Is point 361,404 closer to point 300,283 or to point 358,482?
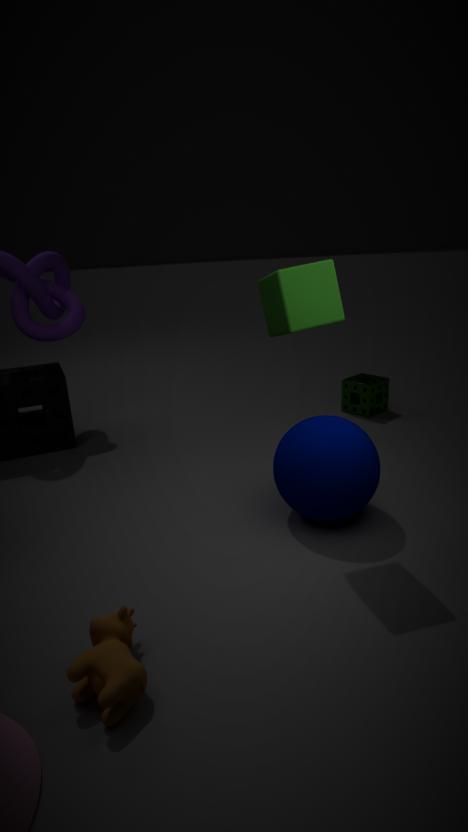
point 358,482
